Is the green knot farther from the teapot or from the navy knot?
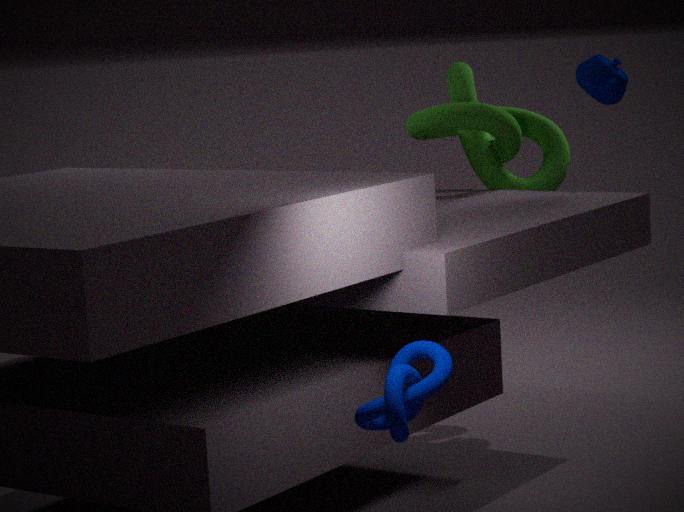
the navy knot
